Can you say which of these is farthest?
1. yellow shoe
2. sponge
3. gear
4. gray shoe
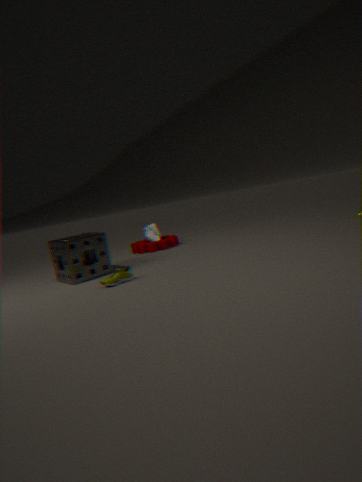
gray shoe
